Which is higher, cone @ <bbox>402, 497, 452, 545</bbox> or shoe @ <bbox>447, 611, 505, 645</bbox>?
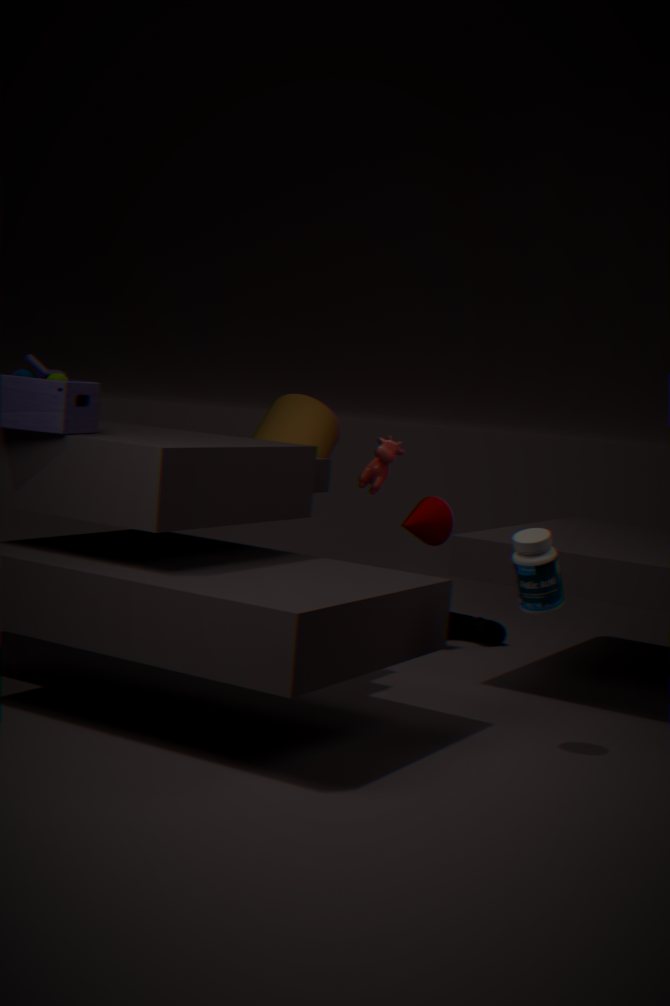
cone @ <bbox>402, 497, 452, 545</bbox>
